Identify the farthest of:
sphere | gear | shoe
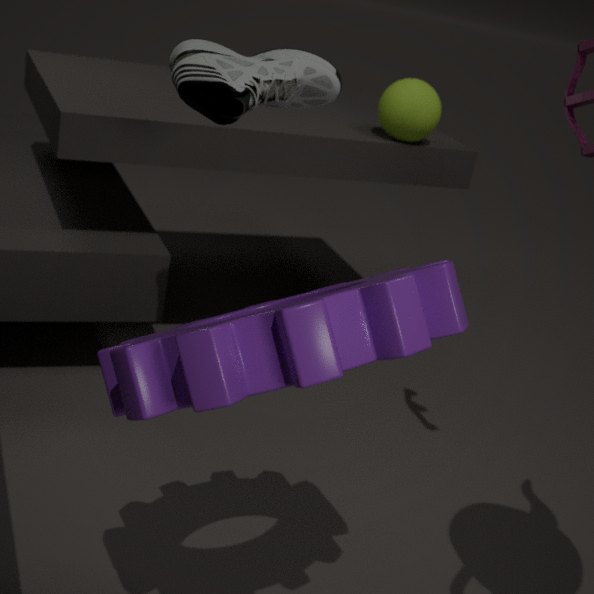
sphere
